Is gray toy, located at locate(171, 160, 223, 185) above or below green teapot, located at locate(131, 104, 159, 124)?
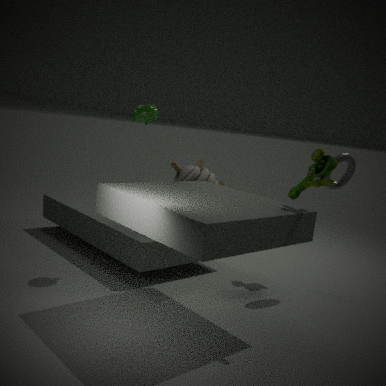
below
